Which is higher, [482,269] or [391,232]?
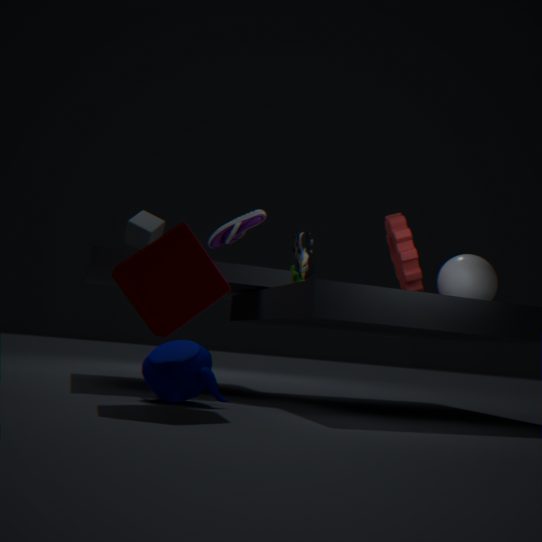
[391,232]
